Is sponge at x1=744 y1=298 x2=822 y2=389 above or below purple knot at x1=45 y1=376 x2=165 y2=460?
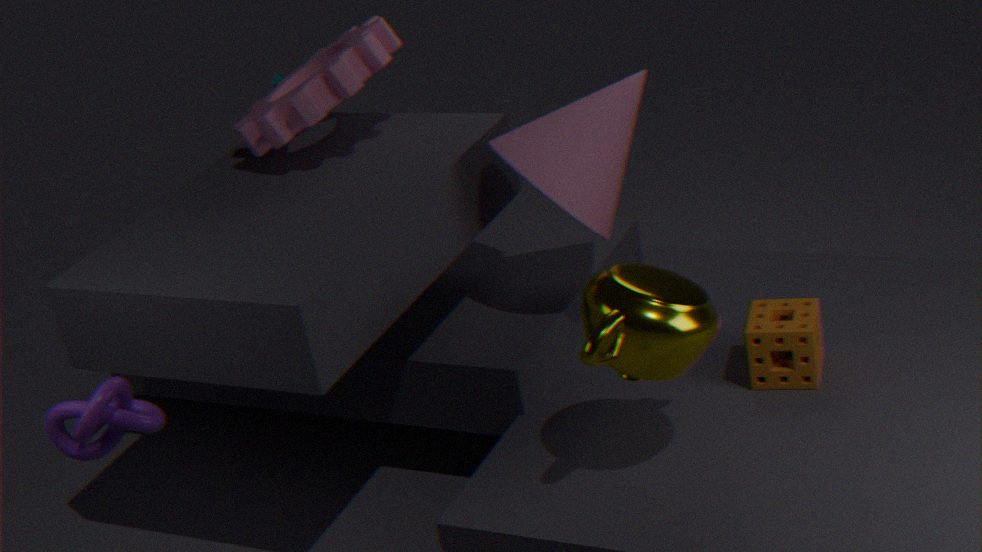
below
